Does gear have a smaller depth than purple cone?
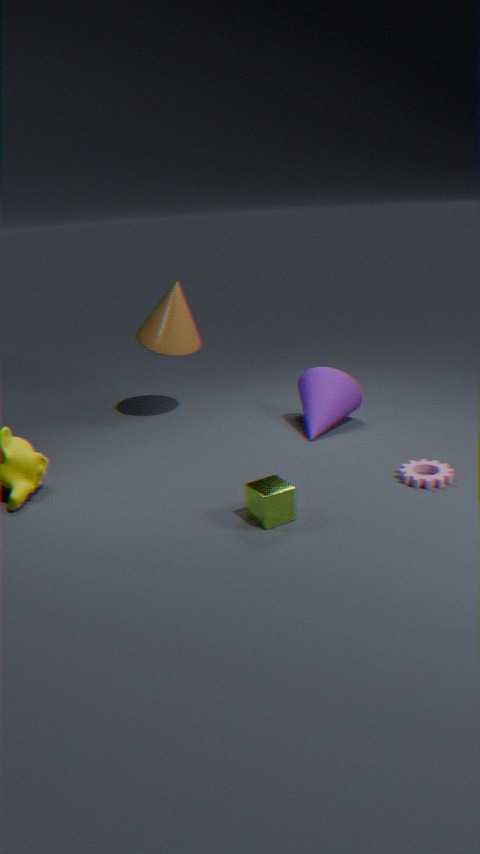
Yes
